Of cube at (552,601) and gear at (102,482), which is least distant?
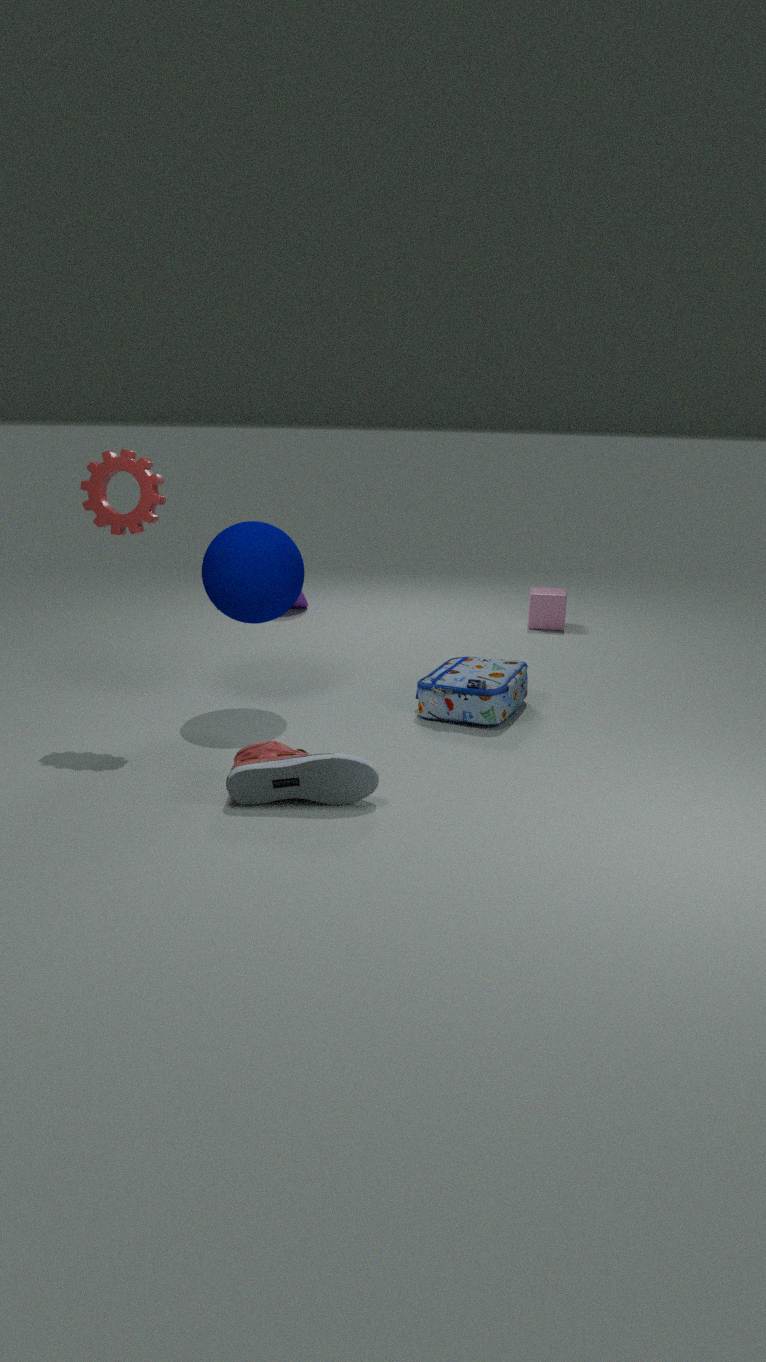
gear at (102,482)
